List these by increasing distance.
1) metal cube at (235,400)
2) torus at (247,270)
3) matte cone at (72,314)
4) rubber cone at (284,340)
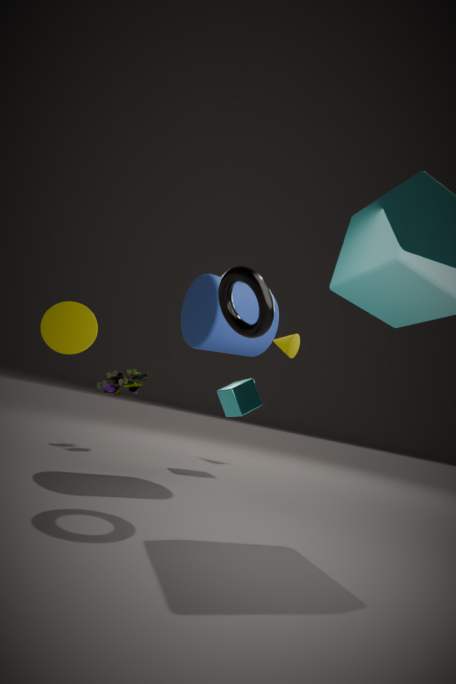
1. 2. torus at (247,270)
2. 3. matte cone at (72,314)
3. 1. metal cube at (235,400)
4. 4. rubber cone at (284,340)
